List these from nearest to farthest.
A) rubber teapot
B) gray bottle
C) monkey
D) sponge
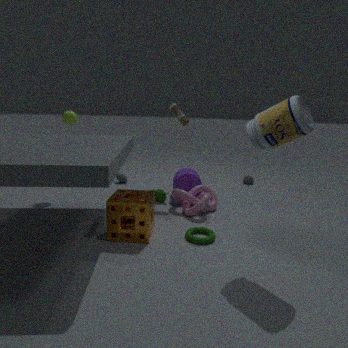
gray bottle
sponge
monkey
rubber teapot
